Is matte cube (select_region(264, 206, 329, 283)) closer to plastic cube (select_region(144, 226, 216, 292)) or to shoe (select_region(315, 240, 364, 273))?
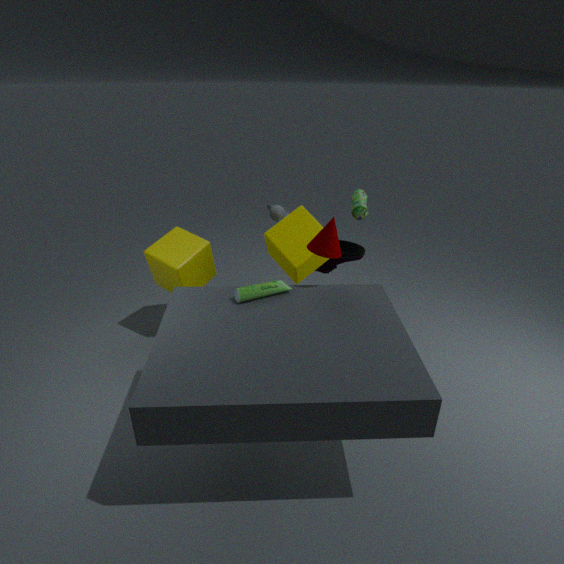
shoe (select_region(315, 240, 364, 273))
